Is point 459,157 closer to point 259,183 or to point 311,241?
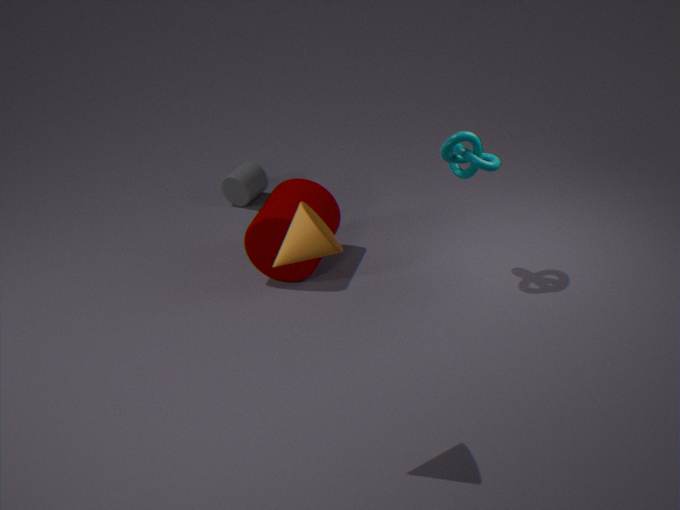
point 311,241
